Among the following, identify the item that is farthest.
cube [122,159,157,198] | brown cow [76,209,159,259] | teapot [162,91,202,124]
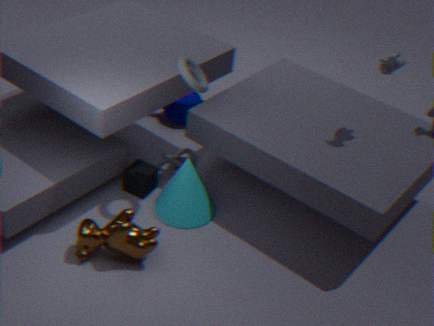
teapot [162,91,202,124]
